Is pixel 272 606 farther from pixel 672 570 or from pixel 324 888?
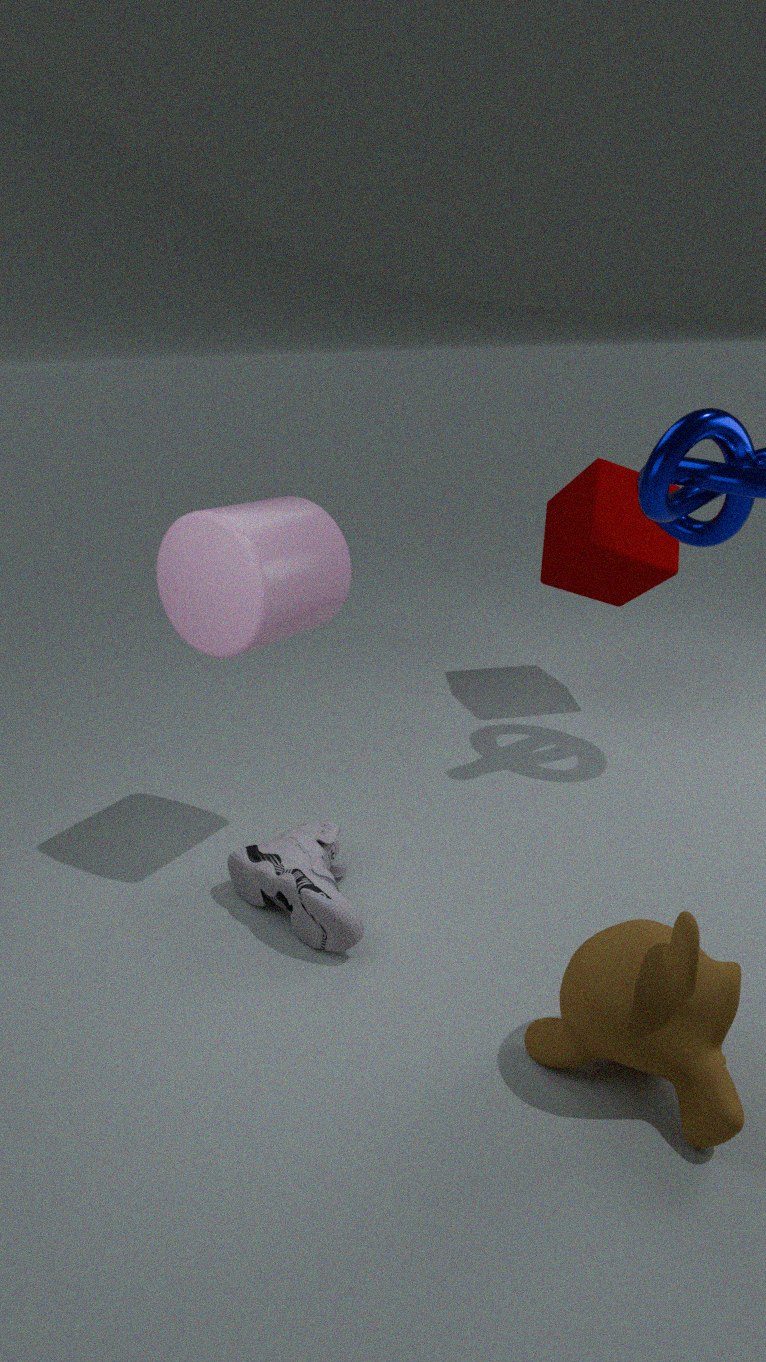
pixel 672 570
